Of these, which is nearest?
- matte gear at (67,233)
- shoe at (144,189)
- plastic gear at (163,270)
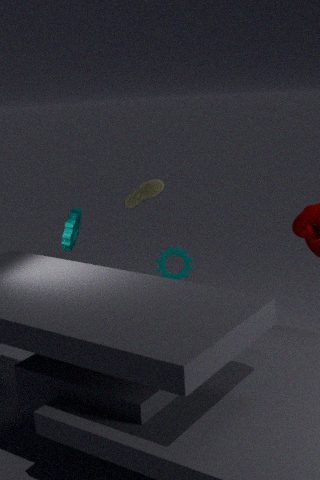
matte gear at (67,233)
